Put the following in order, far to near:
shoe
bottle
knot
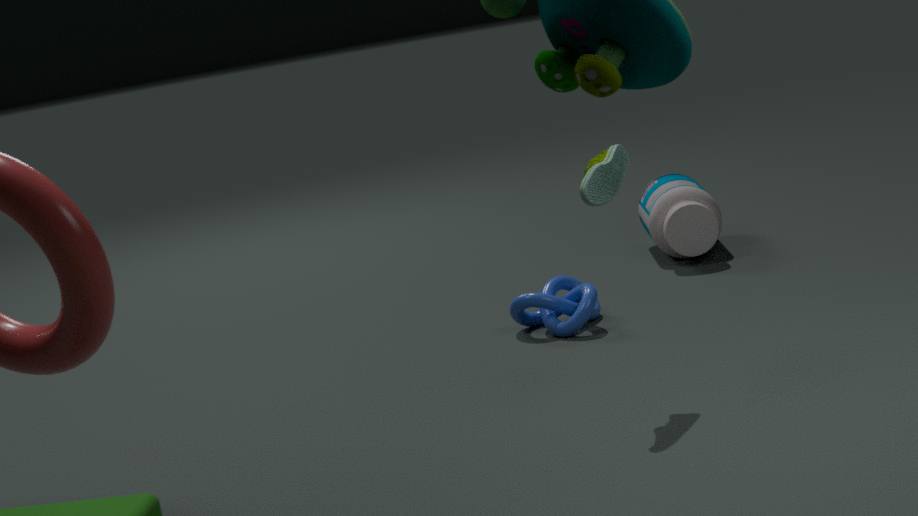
bottle
knot
shoe
